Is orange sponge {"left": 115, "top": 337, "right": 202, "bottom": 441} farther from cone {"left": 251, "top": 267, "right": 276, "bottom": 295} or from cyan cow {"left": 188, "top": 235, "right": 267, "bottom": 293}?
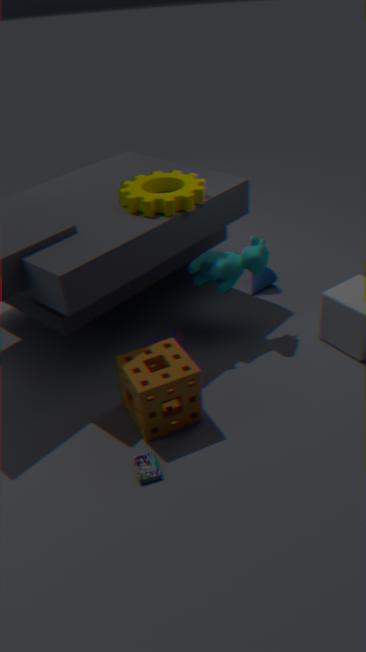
cone {"left": 251, "top": 267, "right": 276, "bottom": 295}
